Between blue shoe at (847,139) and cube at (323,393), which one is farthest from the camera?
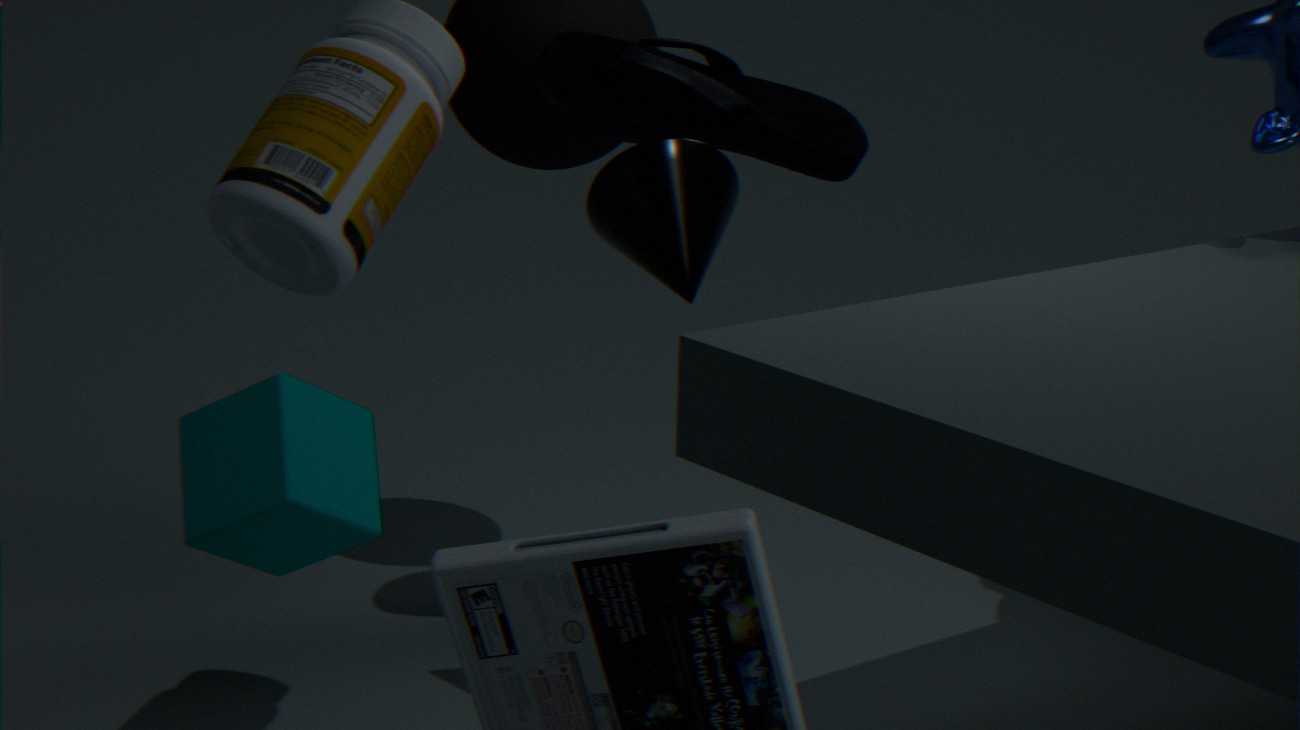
blue shoe at (847,139)
